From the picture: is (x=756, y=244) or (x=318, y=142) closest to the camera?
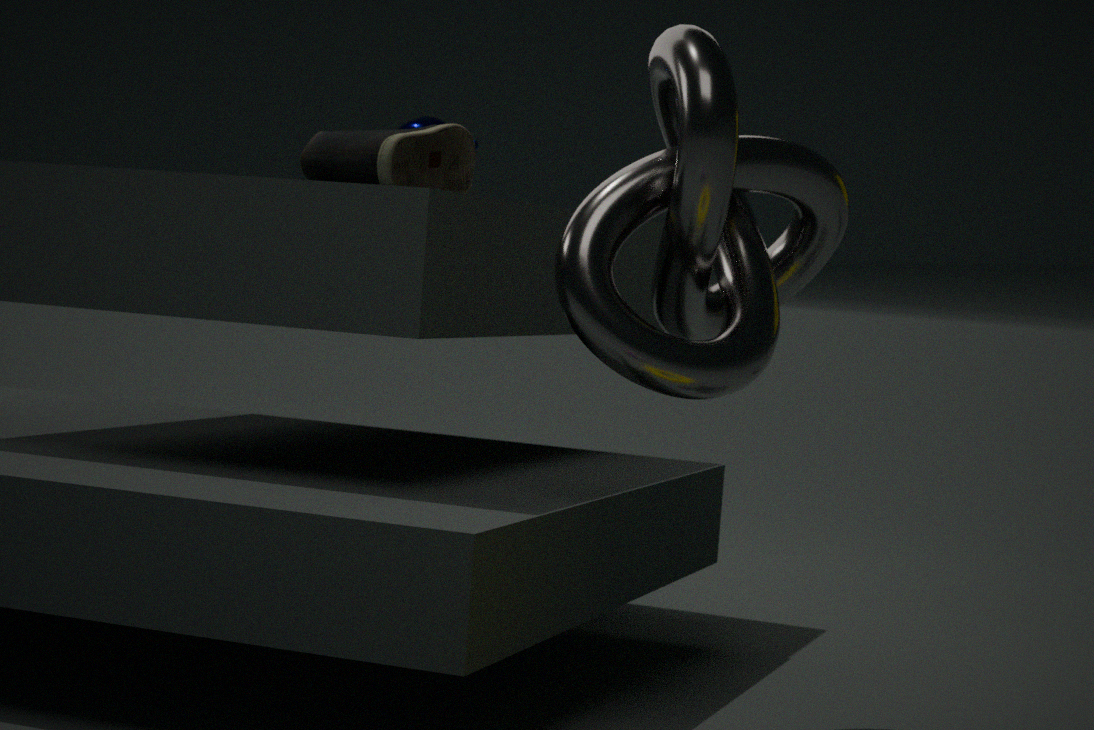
(x=756, y=244)
